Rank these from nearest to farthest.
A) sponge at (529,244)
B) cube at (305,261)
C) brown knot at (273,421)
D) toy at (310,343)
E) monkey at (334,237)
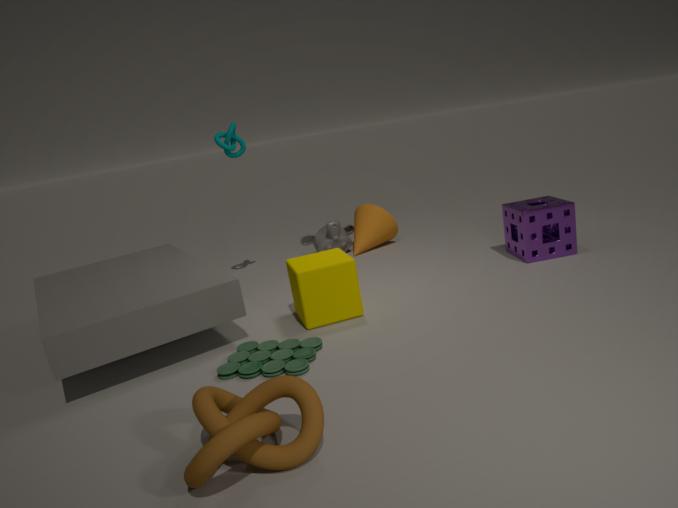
brown knot at (273,421), toy at (310,343), cube at (305,261), sponge at (529,244), monkey at (334,237)
